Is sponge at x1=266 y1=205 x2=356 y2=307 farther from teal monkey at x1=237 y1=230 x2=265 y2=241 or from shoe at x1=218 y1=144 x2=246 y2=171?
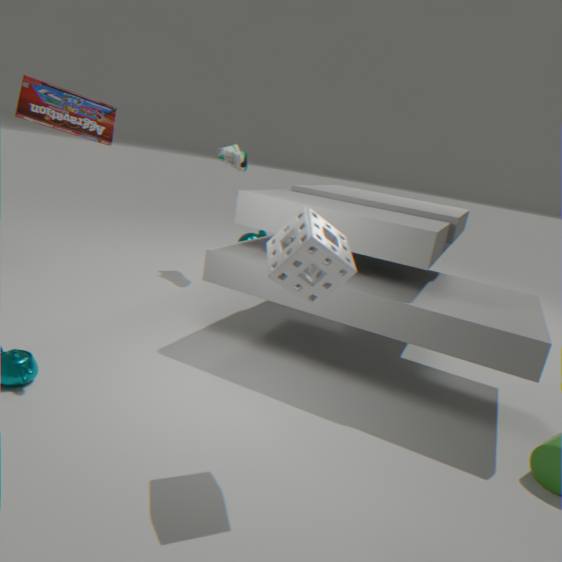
teal monkey at x1=237 y1=230 x2=265 y2=241
